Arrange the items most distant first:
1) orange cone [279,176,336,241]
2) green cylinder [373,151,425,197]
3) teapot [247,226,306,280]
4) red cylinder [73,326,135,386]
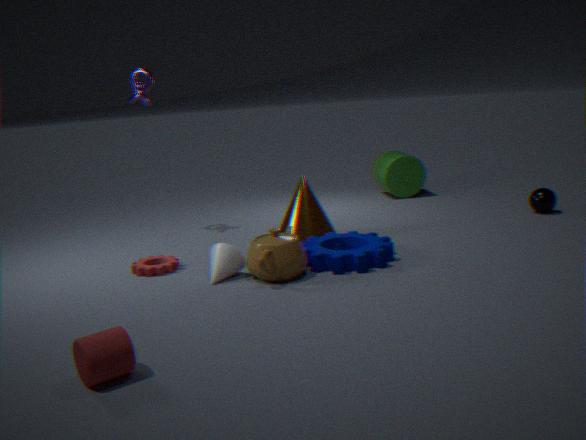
2. green cylinder [373,151,425,197], 1. orange cone [279,176,336,241], 3. teapot [247,226,306,280], 4. red cylinder [73,326,135,386]
